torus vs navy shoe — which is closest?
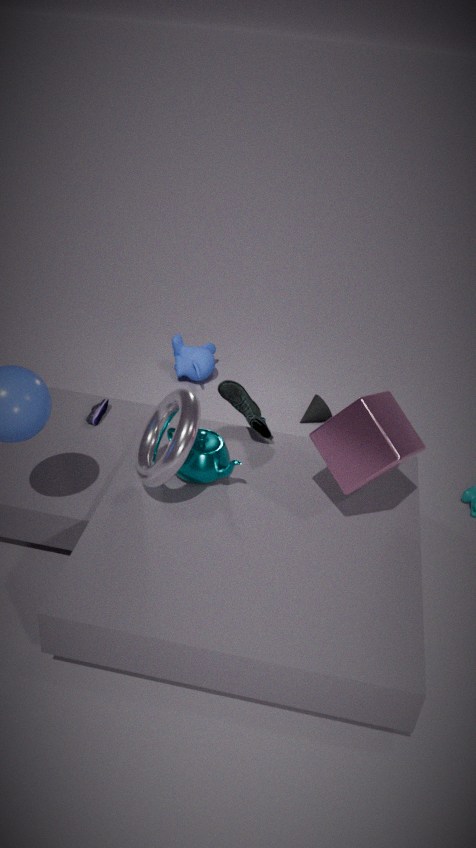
torus
